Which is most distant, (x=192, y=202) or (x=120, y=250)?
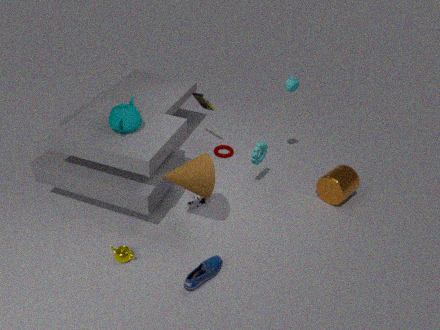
(x=192, y=202)
